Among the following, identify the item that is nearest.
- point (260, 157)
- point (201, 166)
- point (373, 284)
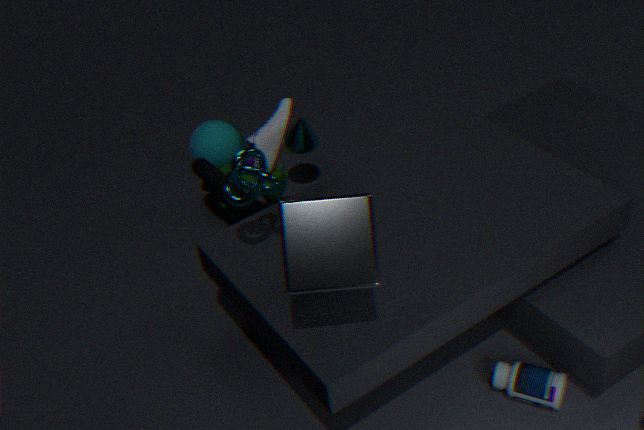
point (373, 284)
